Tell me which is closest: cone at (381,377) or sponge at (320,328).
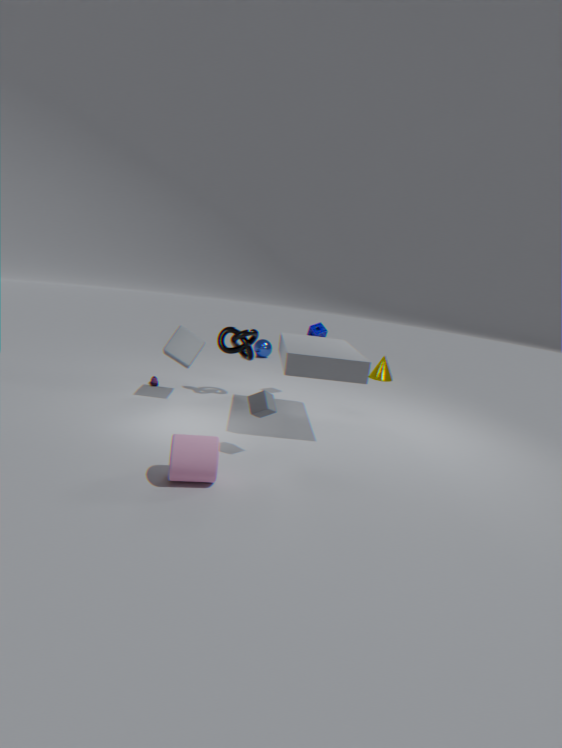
sponge at (320,328)
